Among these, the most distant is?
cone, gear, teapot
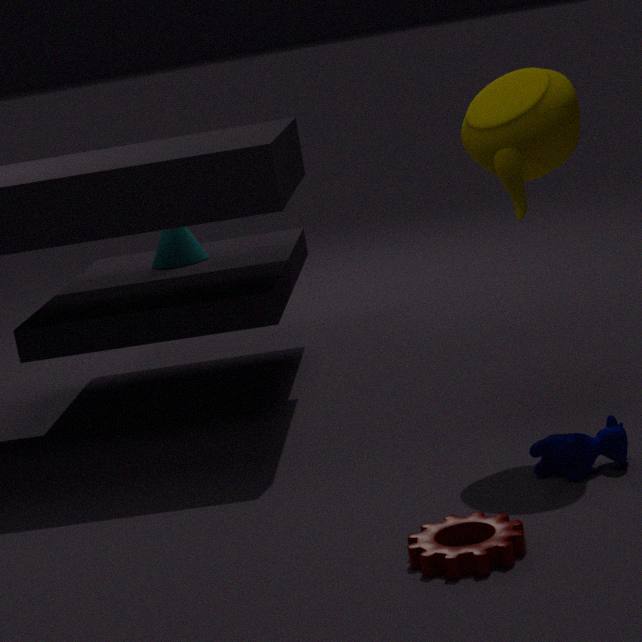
cone
